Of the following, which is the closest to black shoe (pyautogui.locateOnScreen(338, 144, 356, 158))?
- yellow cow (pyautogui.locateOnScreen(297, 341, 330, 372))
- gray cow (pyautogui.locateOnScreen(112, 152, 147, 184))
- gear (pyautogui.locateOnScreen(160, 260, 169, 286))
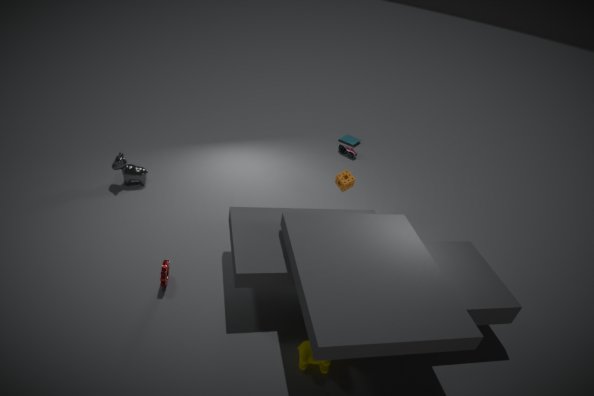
gray cow (pyautogui.locateOnScreen(112, 152, 147, 184))
